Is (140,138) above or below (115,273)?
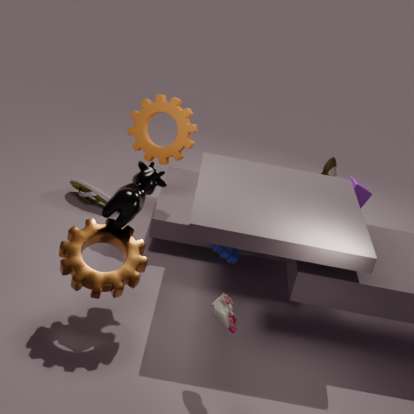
above
